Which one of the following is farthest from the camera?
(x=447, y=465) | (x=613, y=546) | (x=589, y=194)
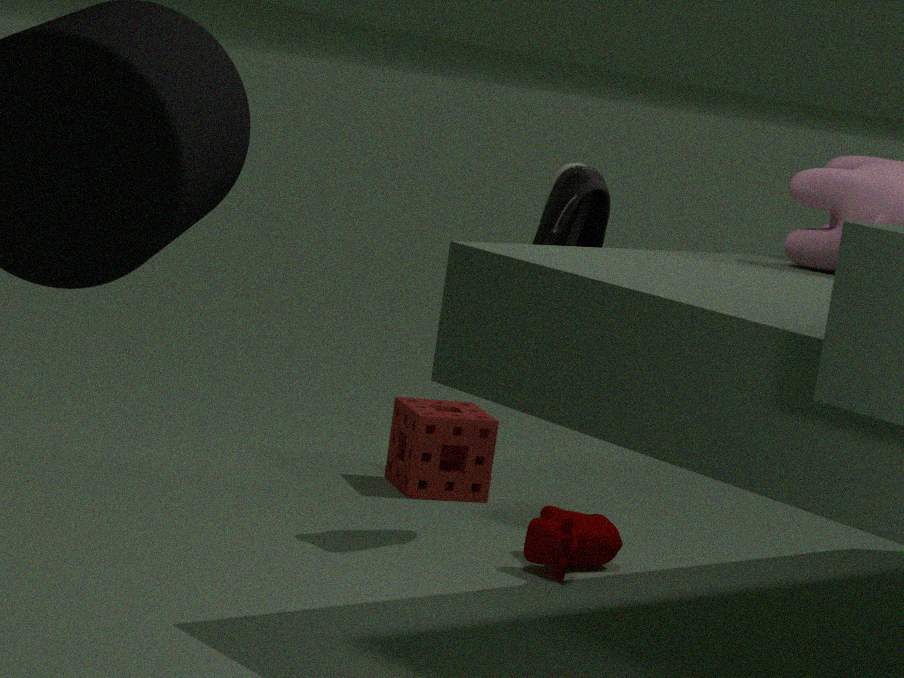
(x=447, y=465)
